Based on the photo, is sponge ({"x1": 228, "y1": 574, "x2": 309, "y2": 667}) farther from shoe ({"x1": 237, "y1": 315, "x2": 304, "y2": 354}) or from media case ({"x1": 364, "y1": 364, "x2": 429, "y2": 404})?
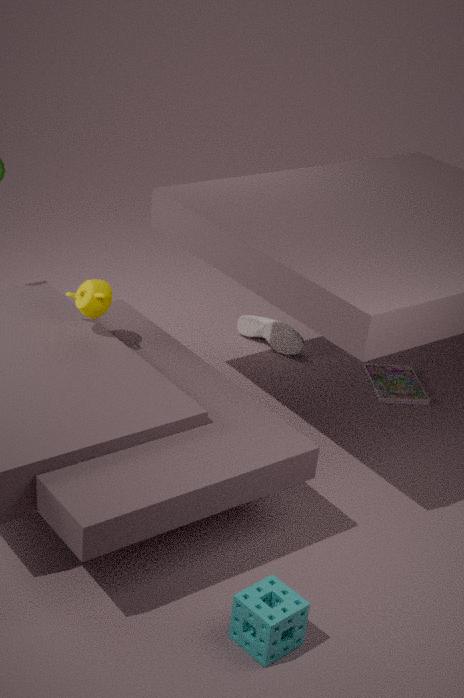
shoe ({"x1": 237, "y1": 315, "x2": 304, "y2": 354})
